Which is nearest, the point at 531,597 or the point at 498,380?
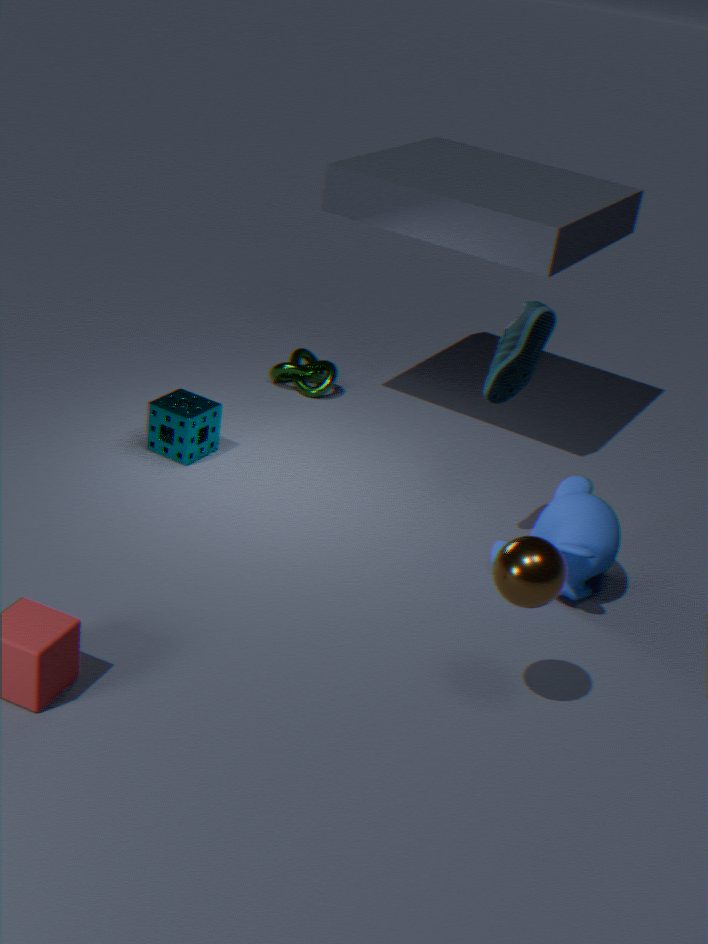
the point at 531,597
